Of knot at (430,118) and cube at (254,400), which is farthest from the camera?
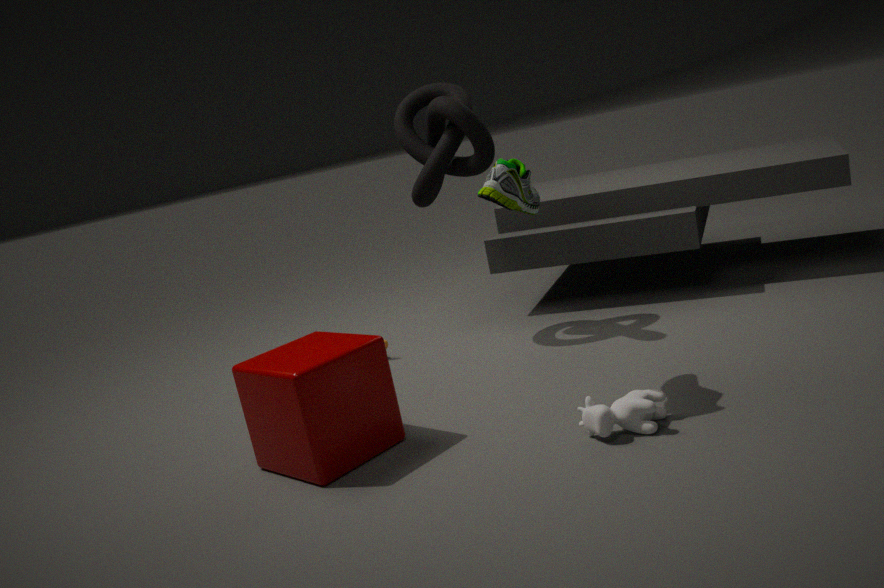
knot at (430,118)
